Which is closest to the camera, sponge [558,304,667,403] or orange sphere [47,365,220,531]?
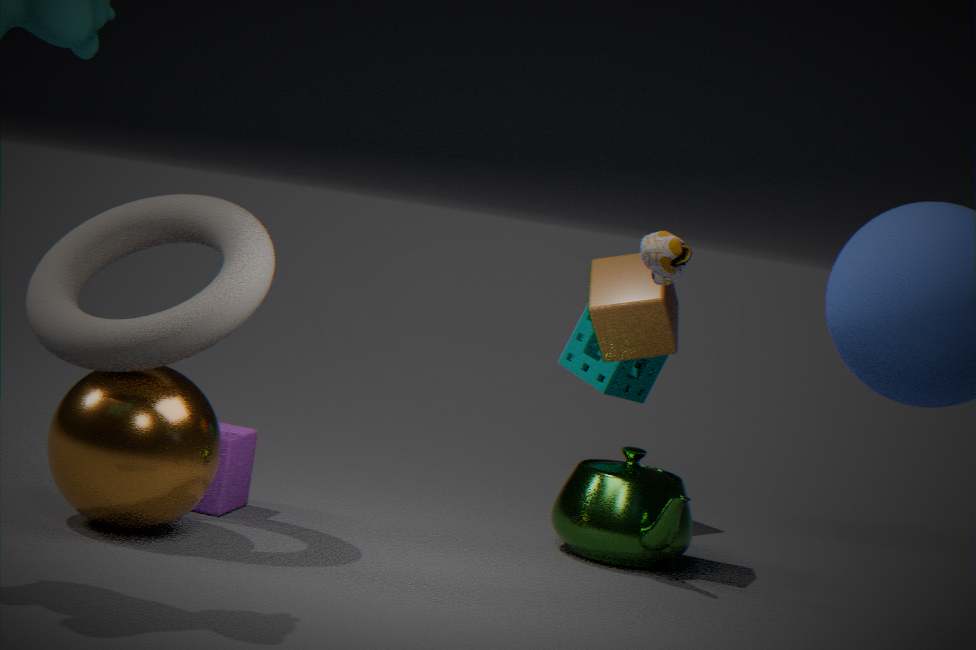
orange sphere [47,365,220,531]
